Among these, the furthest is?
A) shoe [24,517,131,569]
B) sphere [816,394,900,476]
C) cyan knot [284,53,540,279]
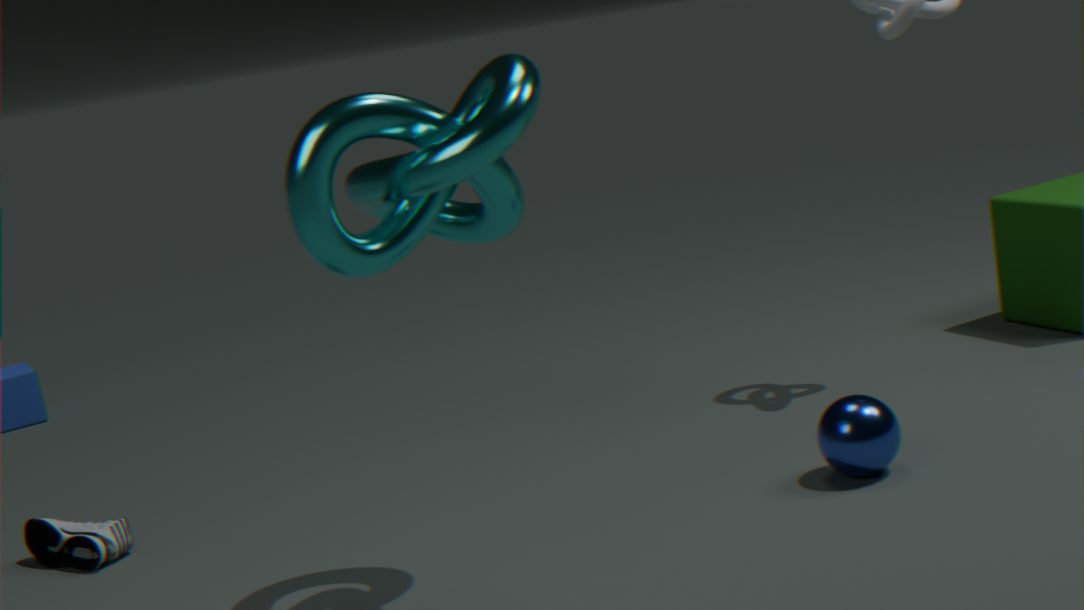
A. shoe [24,517,131,569]
